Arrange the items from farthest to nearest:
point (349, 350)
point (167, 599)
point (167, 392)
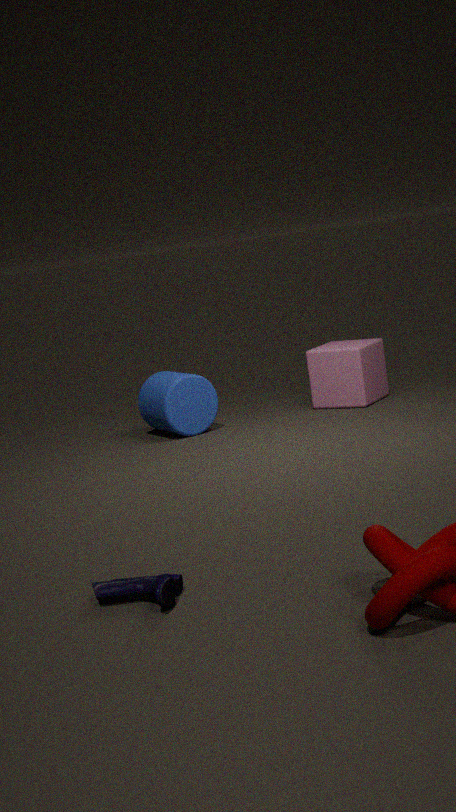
point (349, 350) → point (167, 392) → point (167, 599)
